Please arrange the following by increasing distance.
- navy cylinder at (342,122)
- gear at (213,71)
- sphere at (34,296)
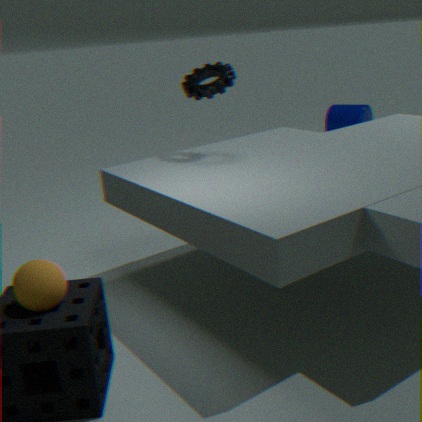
1. sphere at (34,296)
2. gear at (213,71)
3. navy cylinder at (342,122)
